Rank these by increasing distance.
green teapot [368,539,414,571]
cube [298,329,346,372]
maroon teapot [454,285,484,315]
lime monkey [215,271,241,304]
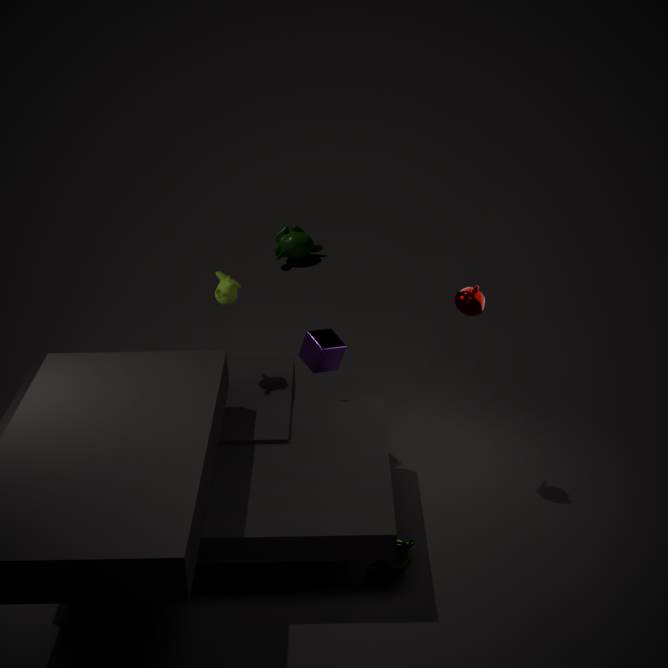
green teapot [368,539,414,571] → maroon teapot [454,285,484,315] → lime monkey [215,271,241,304] → cube [298,329,346,372]
